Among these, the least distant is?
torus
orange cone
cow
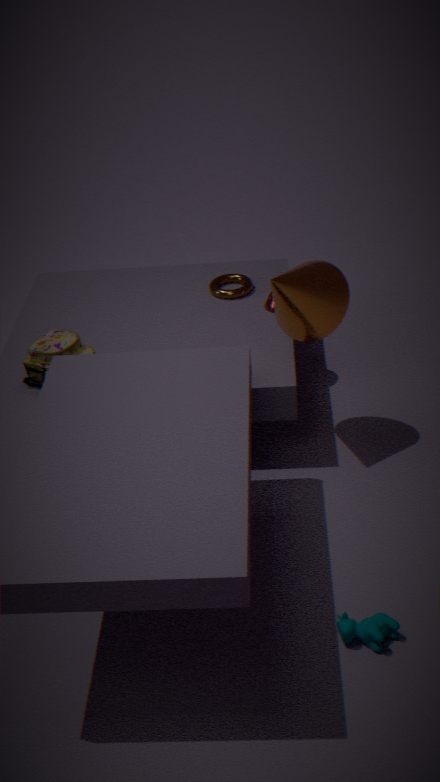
cow
